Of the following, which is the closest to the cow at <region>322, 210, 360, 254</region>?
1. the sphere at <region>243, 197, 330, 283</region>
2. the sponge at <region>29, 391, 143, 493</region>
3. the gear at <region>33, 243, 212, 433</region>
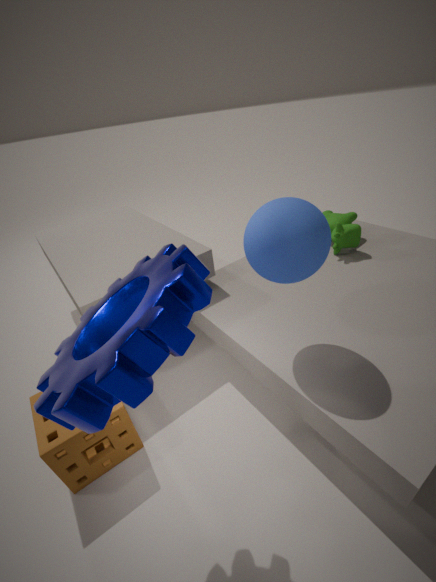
the sphere at <region>243, 197, 330, 283</region>
